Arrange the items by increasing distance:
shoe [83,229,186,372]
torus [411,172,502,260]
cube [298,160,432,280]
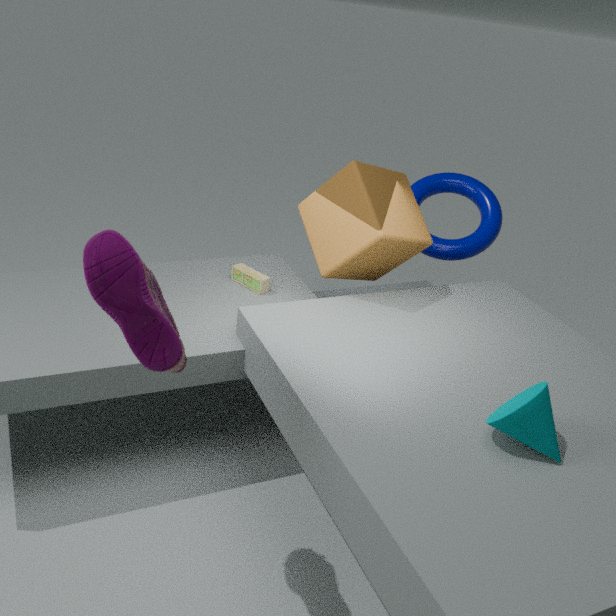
shoe [83,229,186,372]
cube [298,160,432,280]
torus [411,172,502,260]
